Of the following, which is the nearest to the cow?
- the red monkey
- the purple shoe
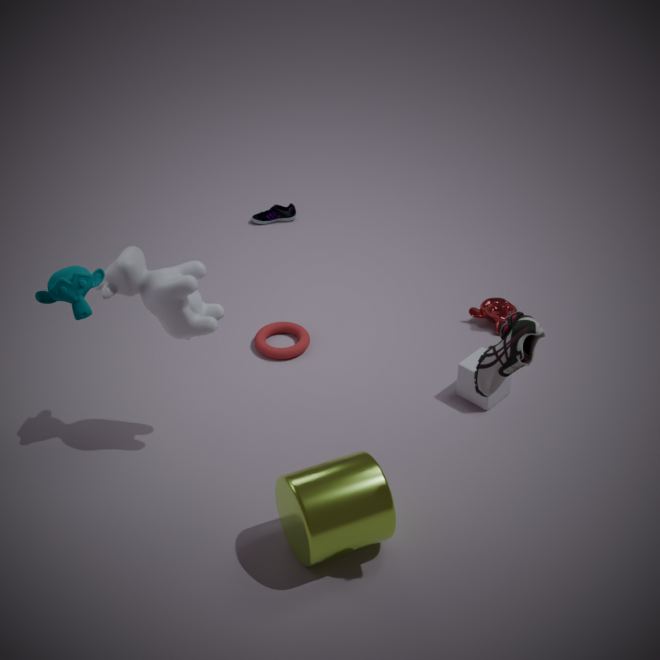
the red monkey
